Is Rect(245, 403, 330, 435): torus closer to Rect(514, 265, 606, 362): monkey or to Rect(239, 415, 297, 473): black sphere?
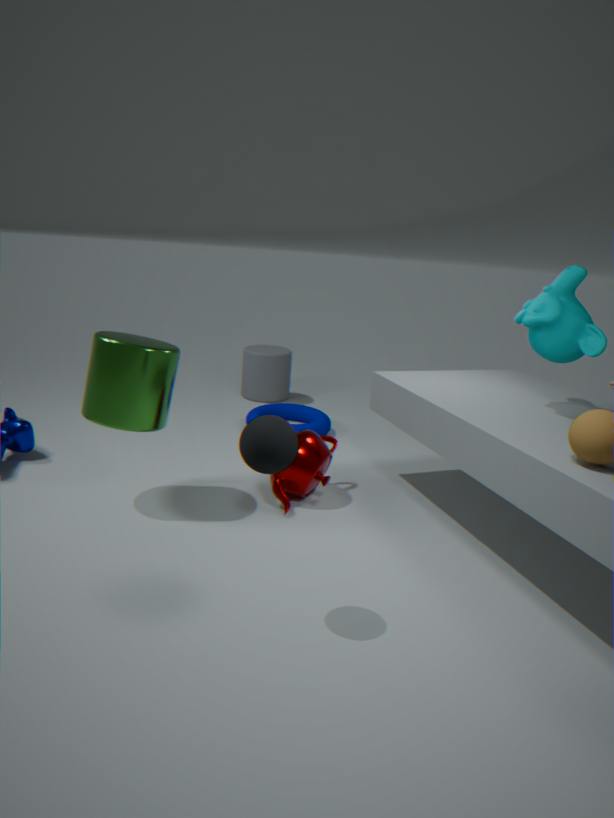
Rect(514, 265, 606, 362): monkey
